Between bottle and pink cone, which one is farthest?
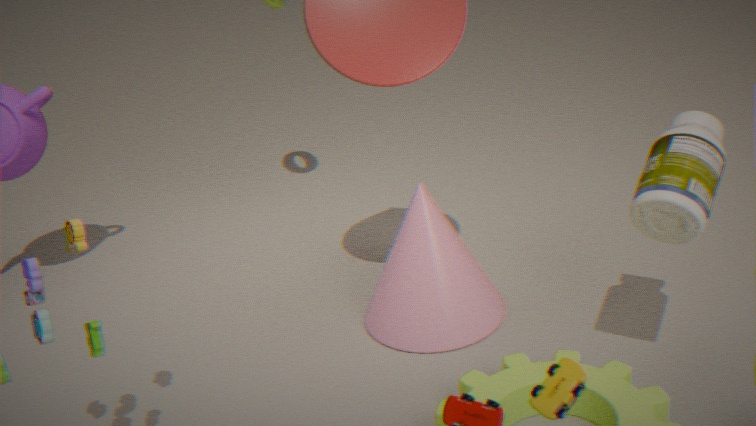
pink cone
